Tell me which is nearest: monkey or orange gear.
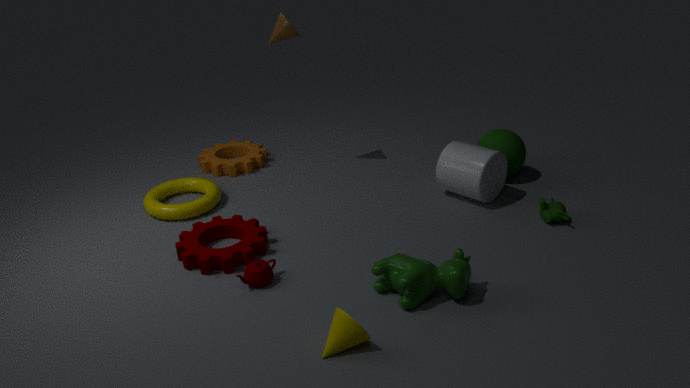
monkey
